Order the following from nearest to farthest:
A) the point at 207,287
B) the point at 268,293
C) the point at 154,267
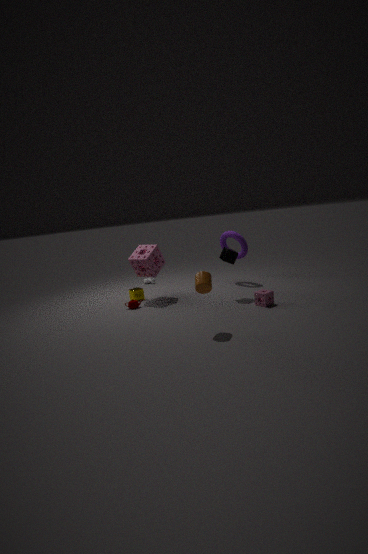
Result: the point at 207,287 → the point at 268,293 → the point at 154,267
